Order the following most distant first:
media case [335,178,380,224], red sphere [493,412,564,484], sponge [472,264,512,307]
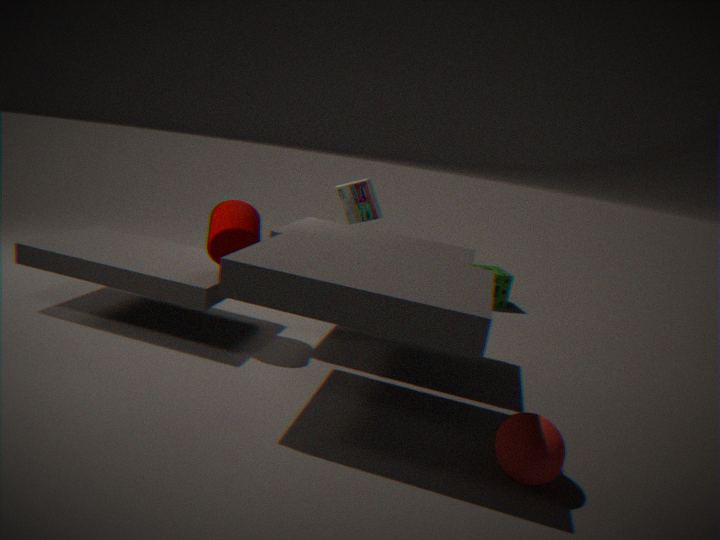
1. sponge [472,264,512,307]
2. media case [335,178,380,224]
3. red sphere [493,412,564,484]
